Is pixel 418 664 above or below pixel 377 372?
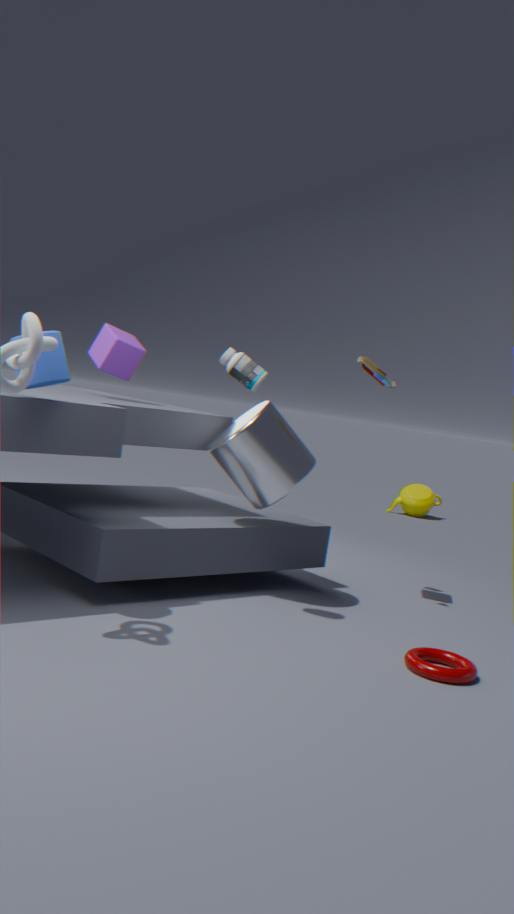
below
